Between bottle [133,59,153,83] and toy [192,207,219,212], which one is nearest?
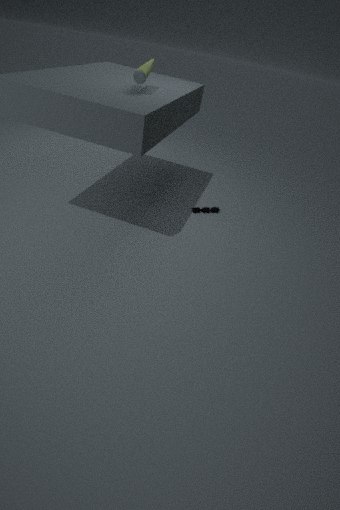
bottle [133,59,153,83]
